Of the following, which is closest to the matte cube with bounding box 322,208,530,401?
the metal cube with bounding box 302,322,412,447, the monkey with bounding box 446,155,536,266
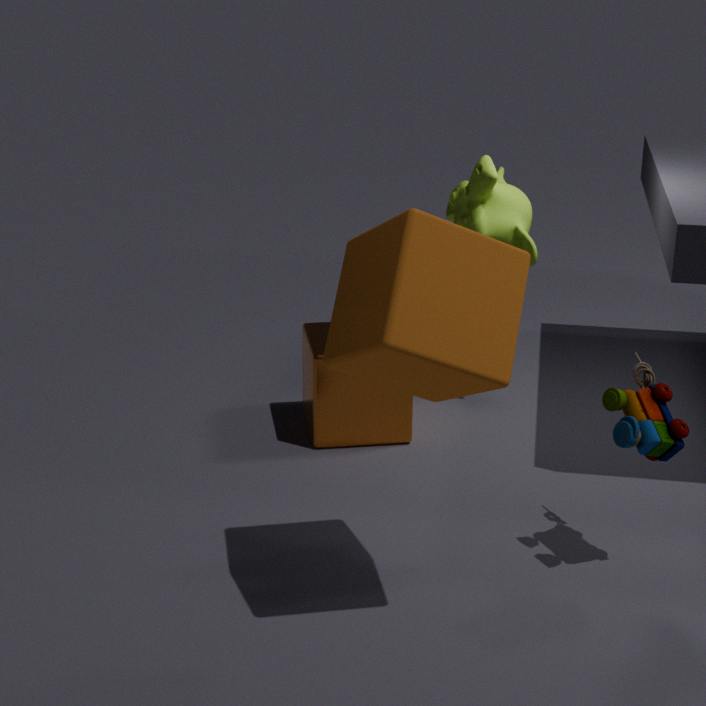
the metal cube with bounding box 302,322,412,447
